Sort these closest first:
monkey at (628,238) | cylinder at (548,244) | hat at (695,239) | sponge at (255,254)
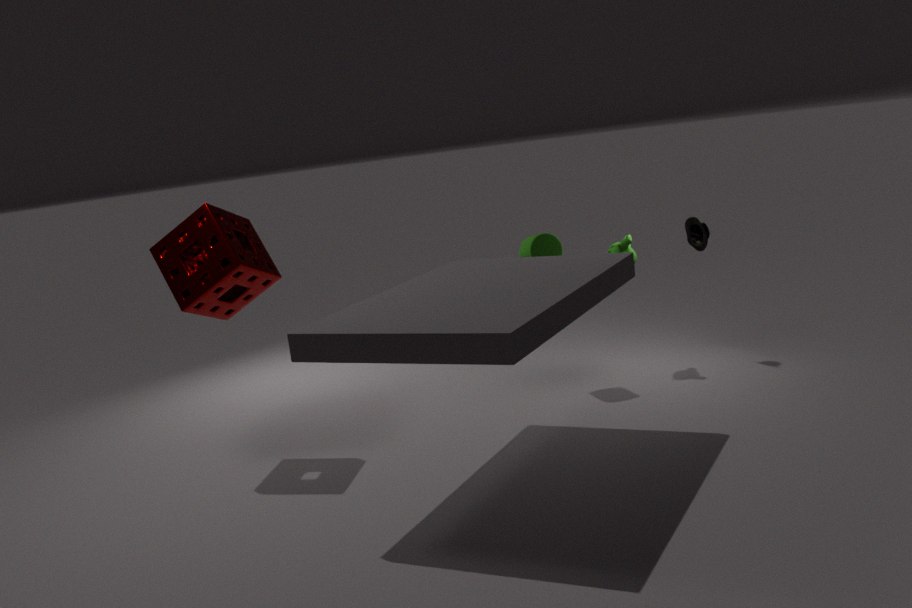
sponge at (255,254) → cylinder at (548,244) → monkey at (628,238) → hat at (695,239)
